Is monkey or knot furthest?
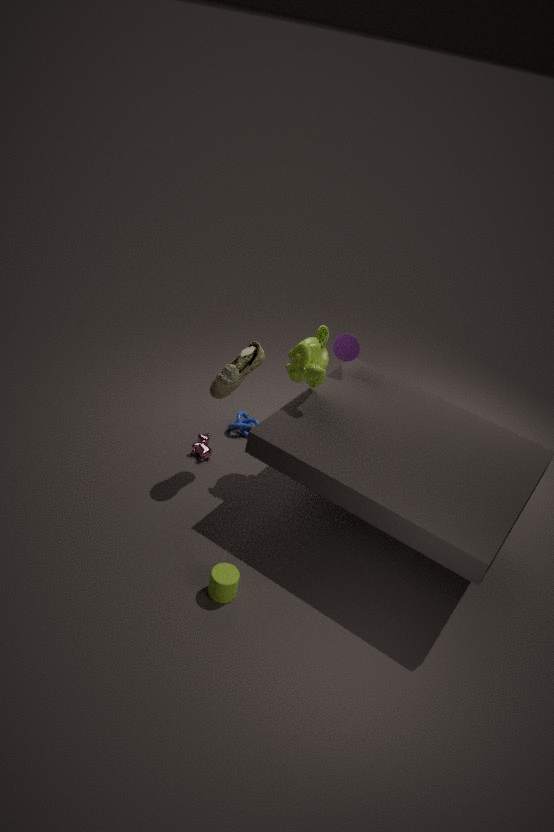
knot
